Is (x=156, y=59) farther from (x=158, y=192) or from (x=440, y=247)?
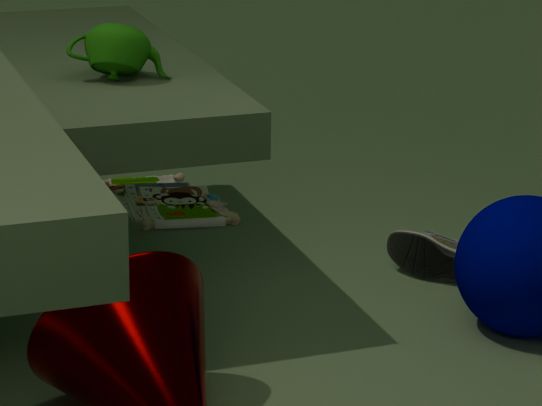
(x=440, y=247)
